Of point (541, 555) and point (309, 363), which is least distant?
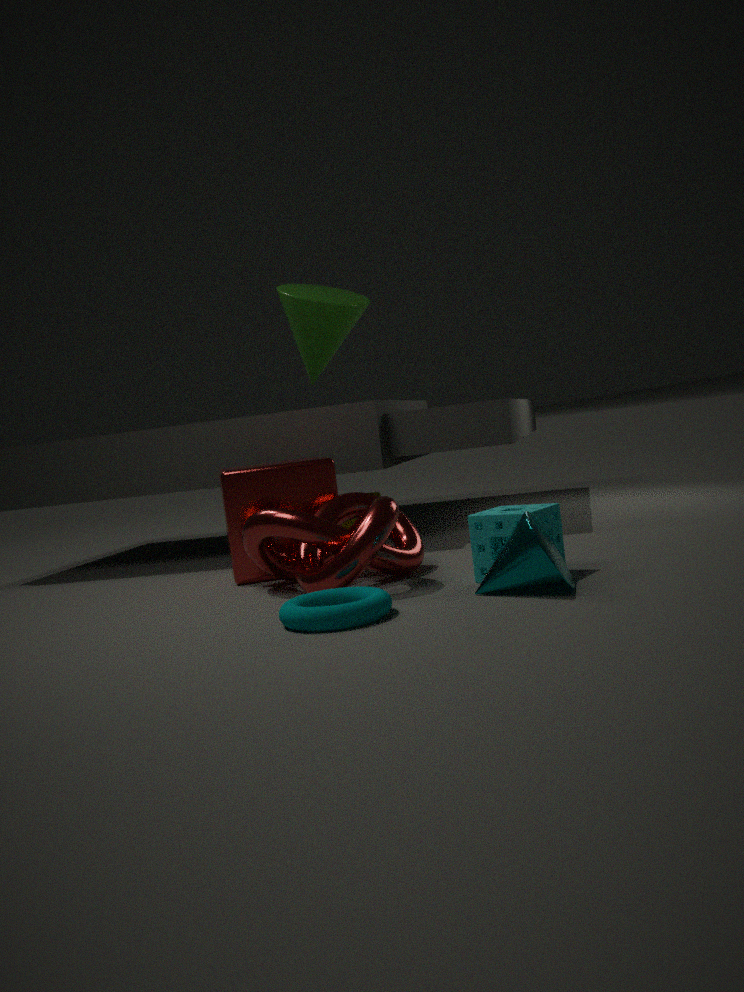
point (541, 555)
